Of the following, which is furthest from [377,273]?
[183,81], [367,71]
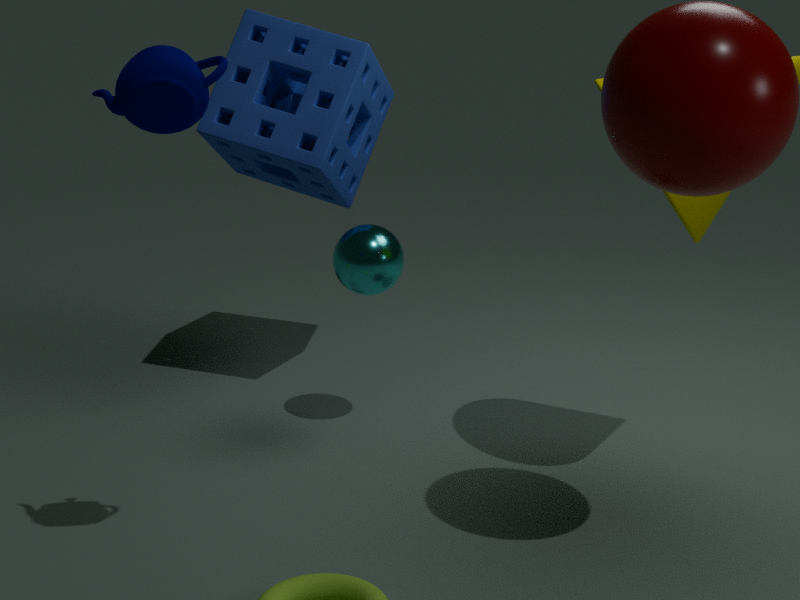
[183,81]
